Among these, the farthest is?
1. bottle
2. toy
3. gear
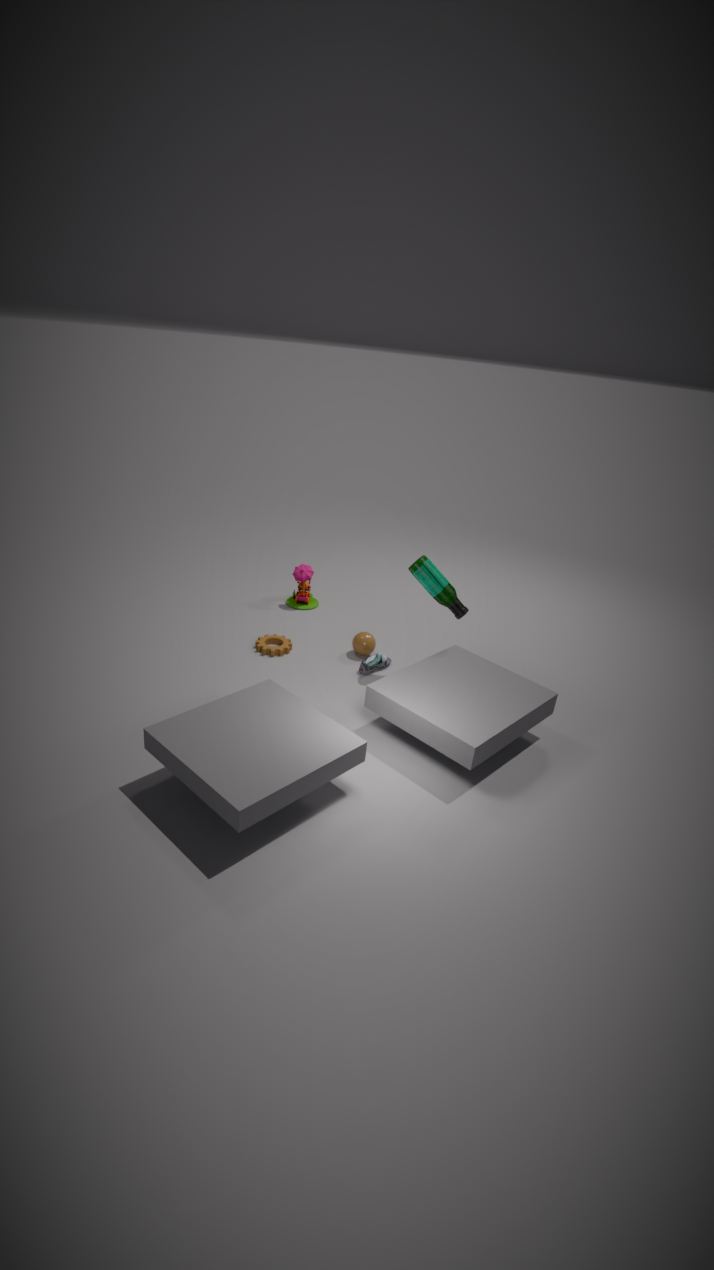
toy
